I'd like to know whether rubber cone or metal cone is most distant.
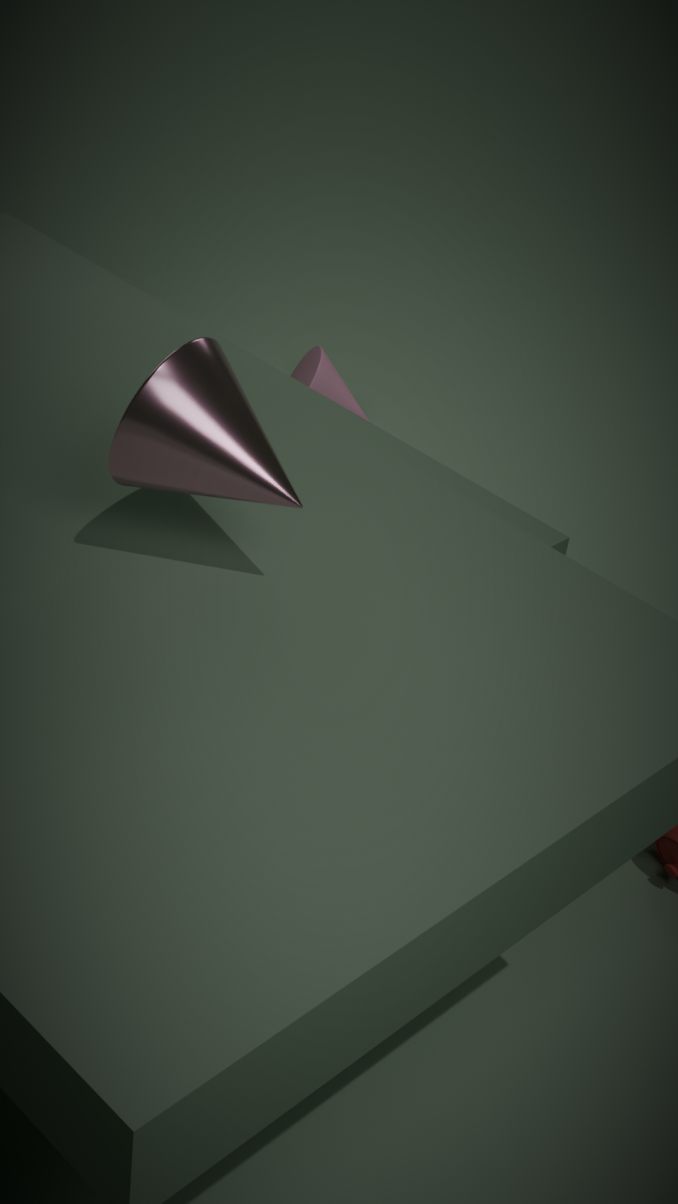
rubber cone
